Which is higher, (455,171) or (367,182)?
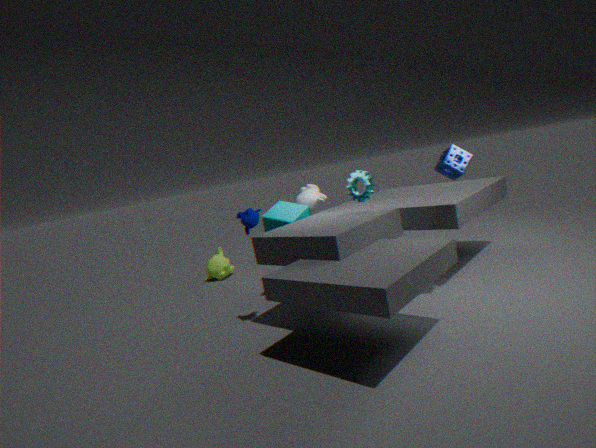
(455,171)
